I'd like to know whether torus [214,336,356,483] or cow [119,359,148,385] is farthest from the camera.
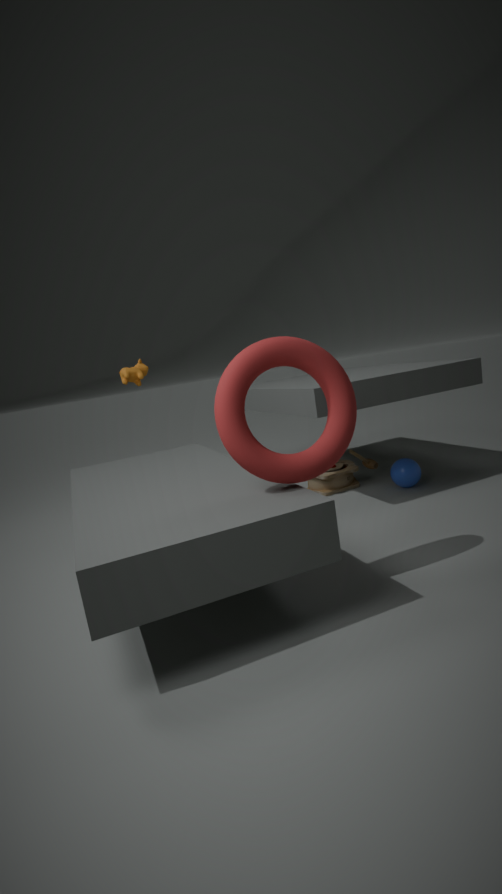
cow [119,359,148,385]
